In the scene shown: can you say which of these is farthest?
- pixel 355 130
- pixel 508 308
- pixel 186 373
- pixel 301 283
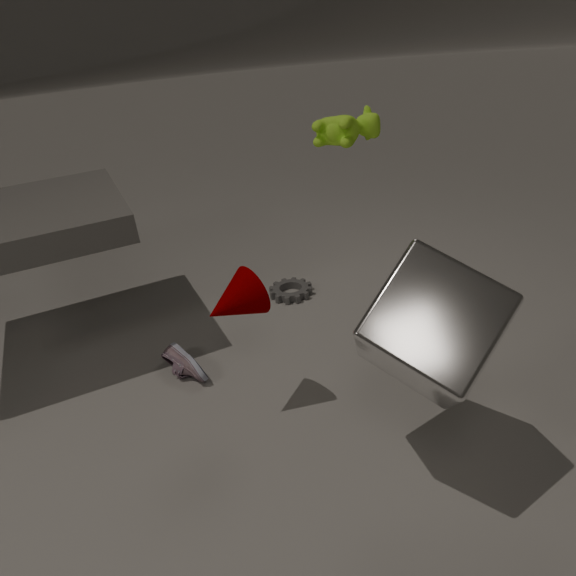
pixel 301 283
